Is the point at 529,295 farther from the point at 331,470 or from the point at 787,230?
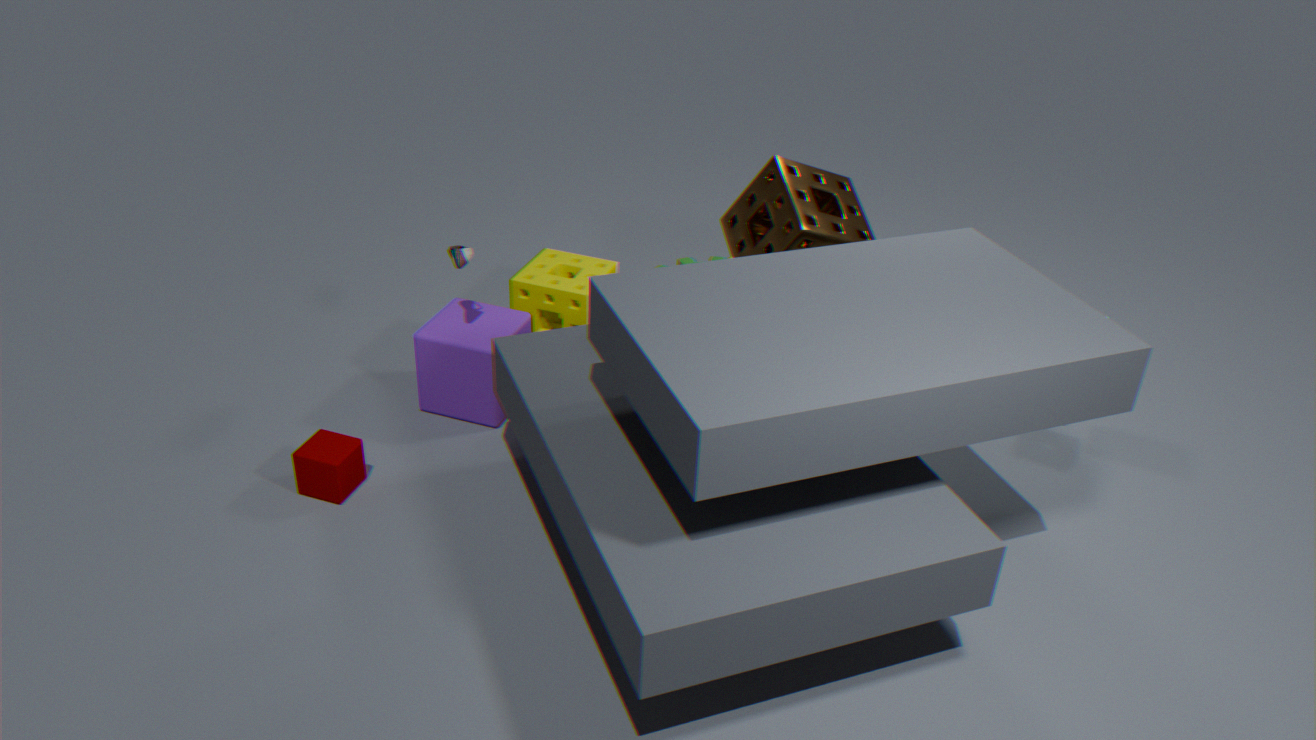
the point at 331,470
